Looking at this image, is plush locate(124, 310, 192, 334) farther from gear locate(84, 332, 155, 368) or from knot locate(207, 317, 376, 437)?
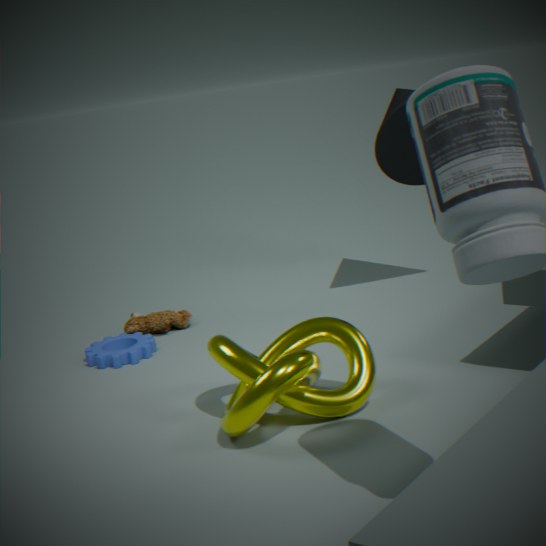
knot locate(207, 317, 376, 437)
